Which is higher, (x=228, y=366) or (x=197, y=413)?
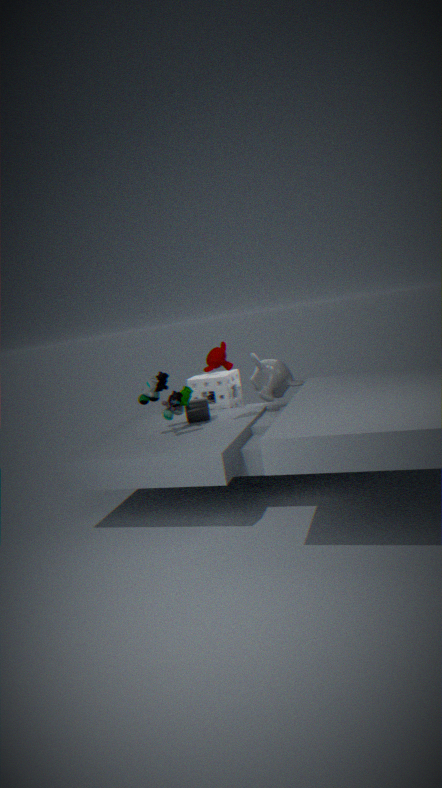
(x=228, y=366)
